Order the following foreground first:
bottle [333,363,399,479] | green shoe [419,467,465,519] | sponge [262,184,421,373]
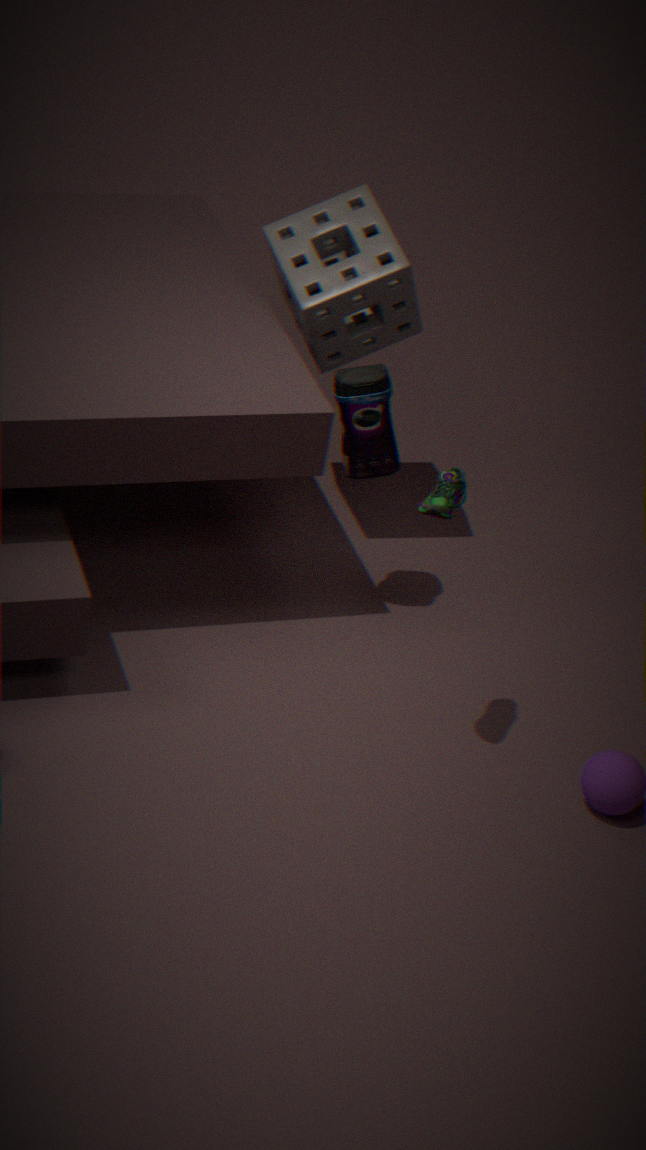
green shoe [419,467,465,519] < bottle [333,363,399,479] < sponge [262,184,421,373]
